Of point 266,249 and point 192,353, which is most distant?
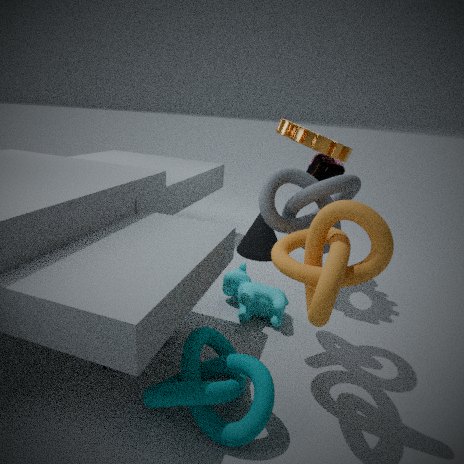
point 266,249
